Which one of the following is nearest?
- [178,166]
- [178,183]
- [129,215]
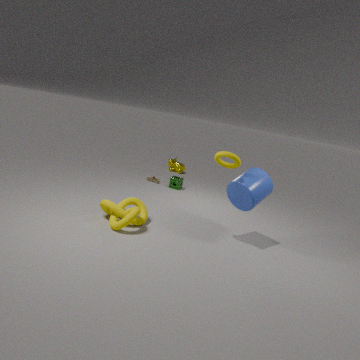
[129,215]
